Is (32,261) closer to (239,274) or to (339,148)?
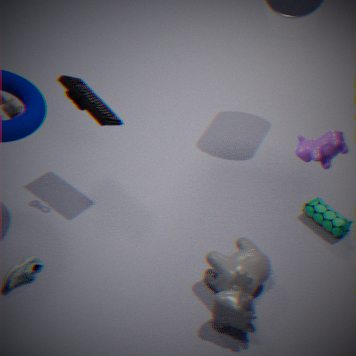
(239,274)
